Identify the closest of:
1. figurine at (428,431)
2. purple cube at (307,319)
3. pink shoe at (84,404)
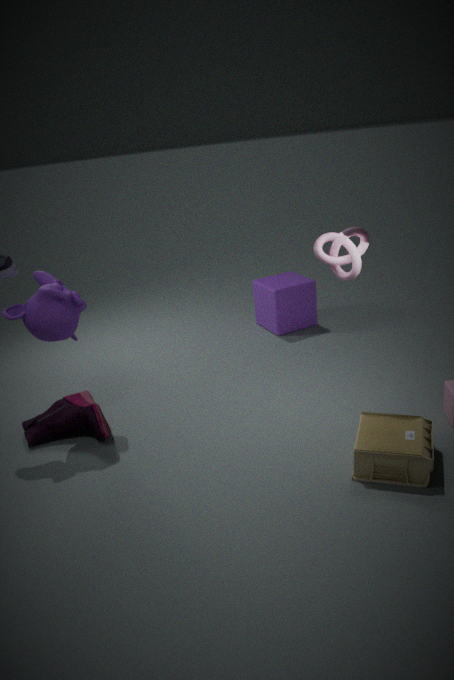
figurine at (428,431)
